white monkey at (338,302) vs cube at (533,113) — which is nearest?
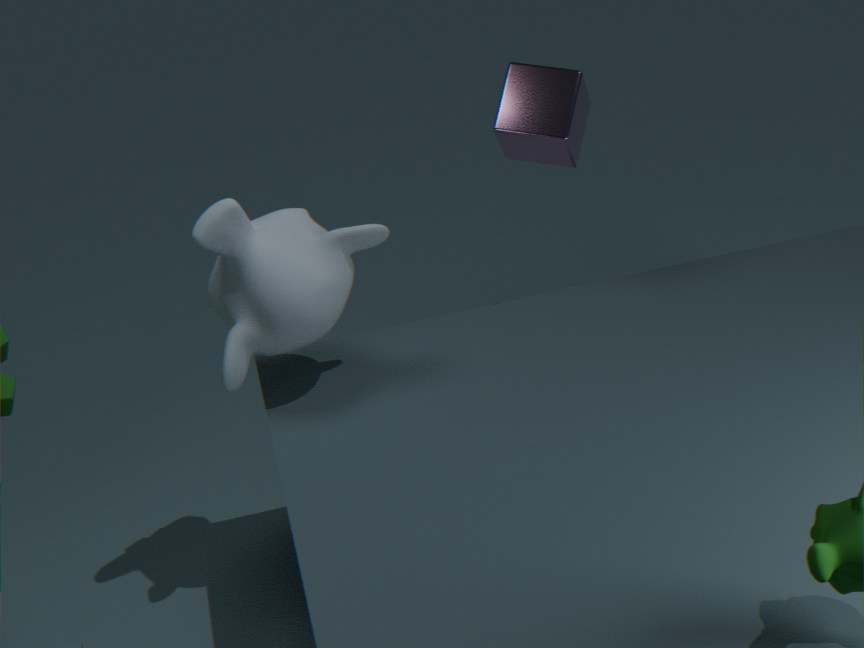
white monkey at (338,302)
